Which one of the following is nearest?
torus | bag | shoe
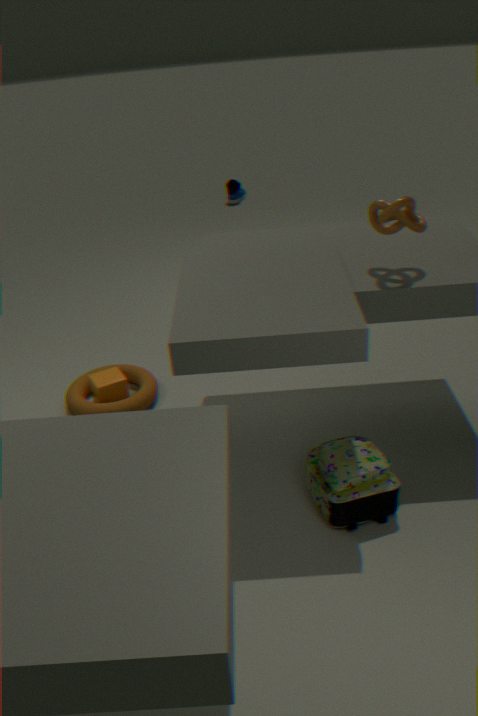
bag
